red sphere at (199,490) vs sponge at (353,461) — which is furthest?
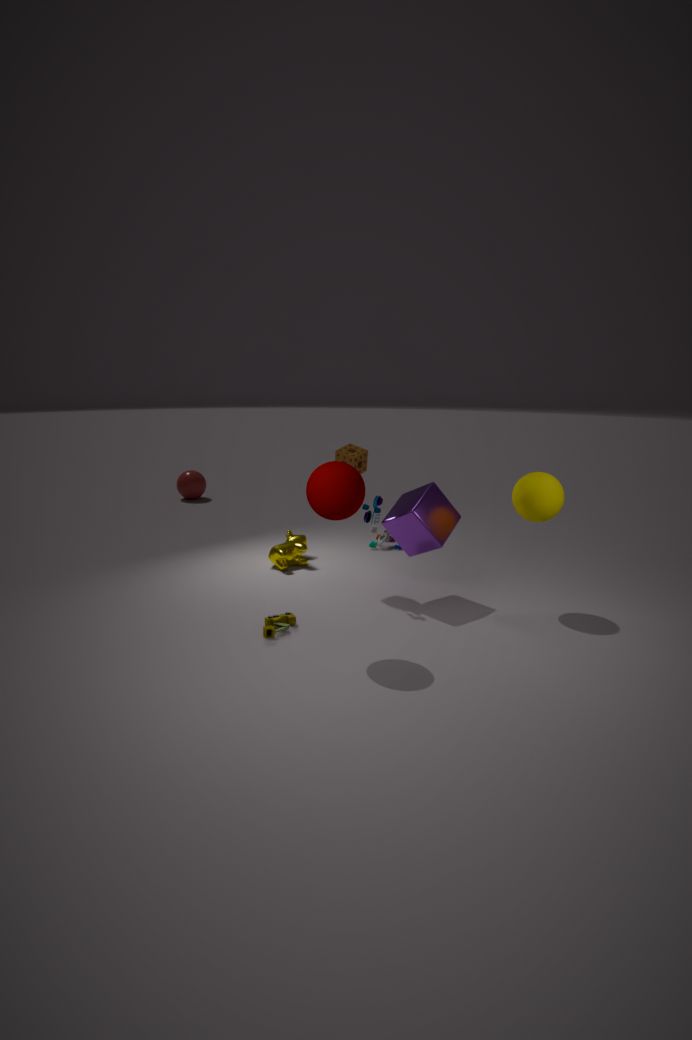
red sphere at (199,490)
